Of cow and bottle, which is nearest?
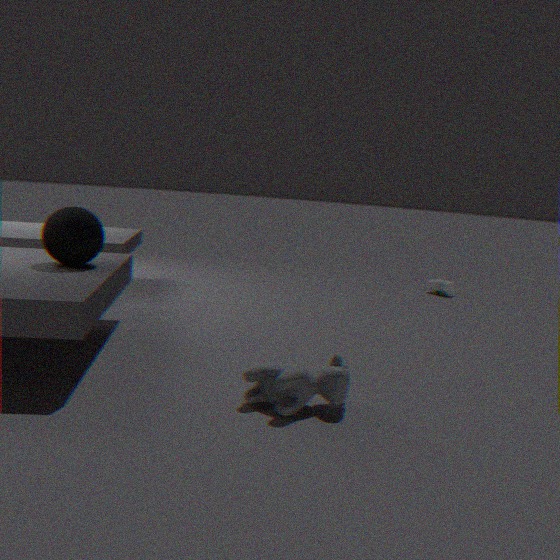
cow
